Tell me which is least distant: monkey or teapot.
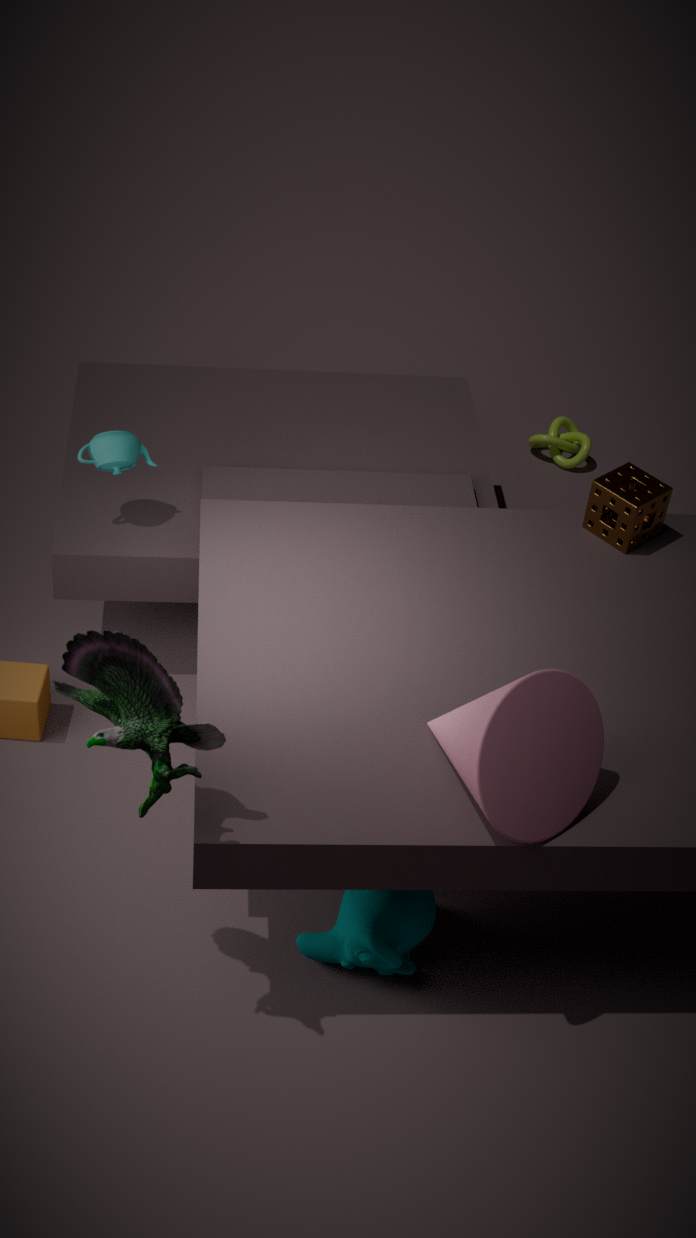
monkey
